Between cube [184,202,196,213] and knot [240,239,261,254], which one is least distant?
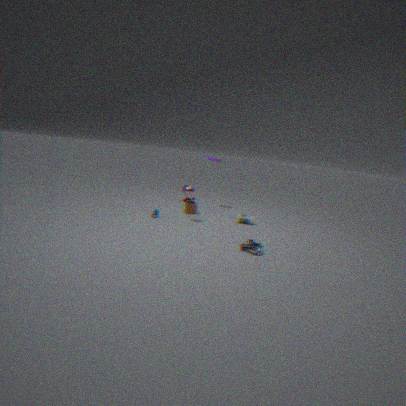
knot [240,239,261,254]
